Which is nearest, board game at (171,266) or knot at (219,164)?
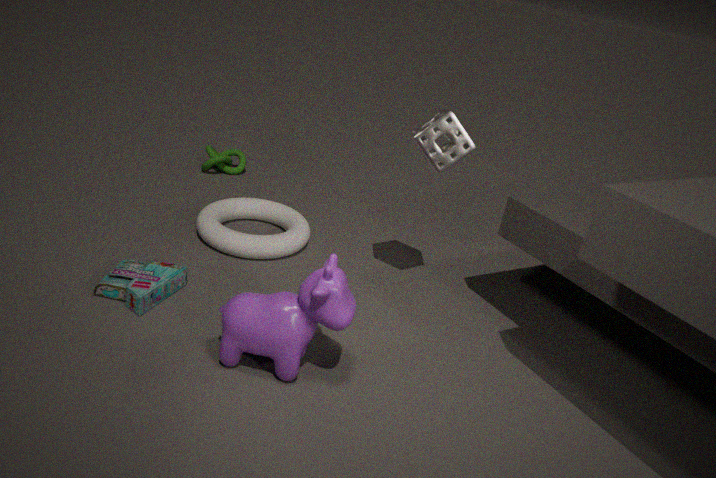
board game at (171,266)
